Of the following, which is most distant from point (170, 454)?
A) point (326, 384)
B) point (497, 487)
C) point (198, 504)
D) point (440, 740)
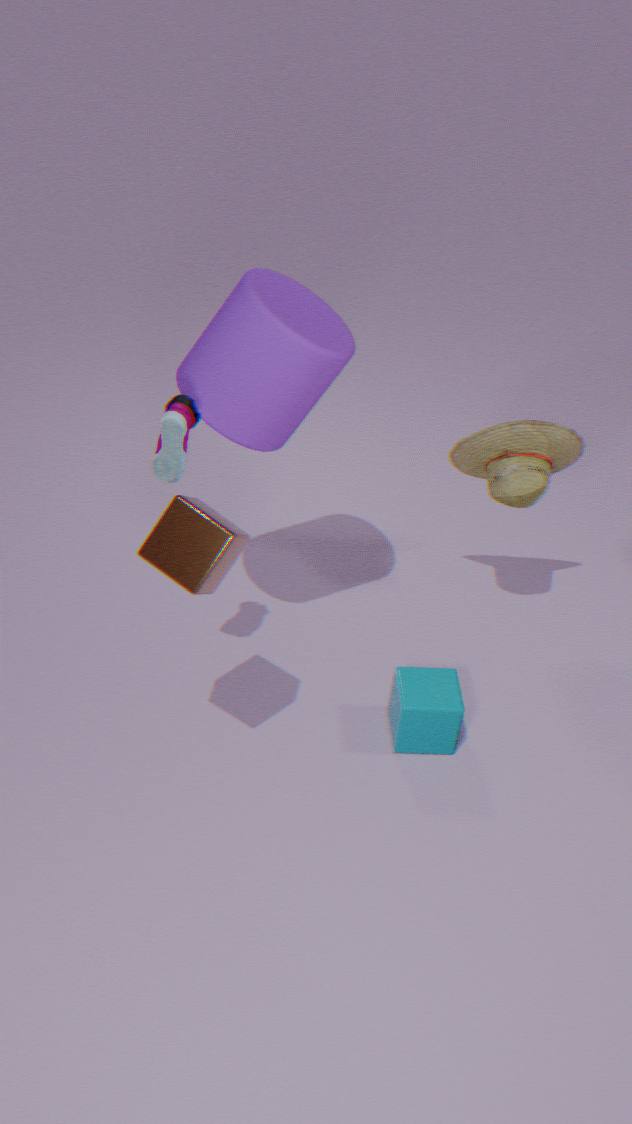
point (497, 487)
